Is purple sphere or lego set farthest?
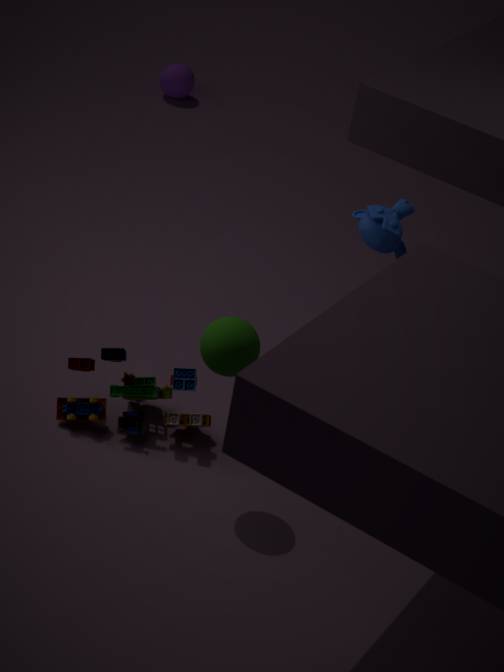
purple sphere
